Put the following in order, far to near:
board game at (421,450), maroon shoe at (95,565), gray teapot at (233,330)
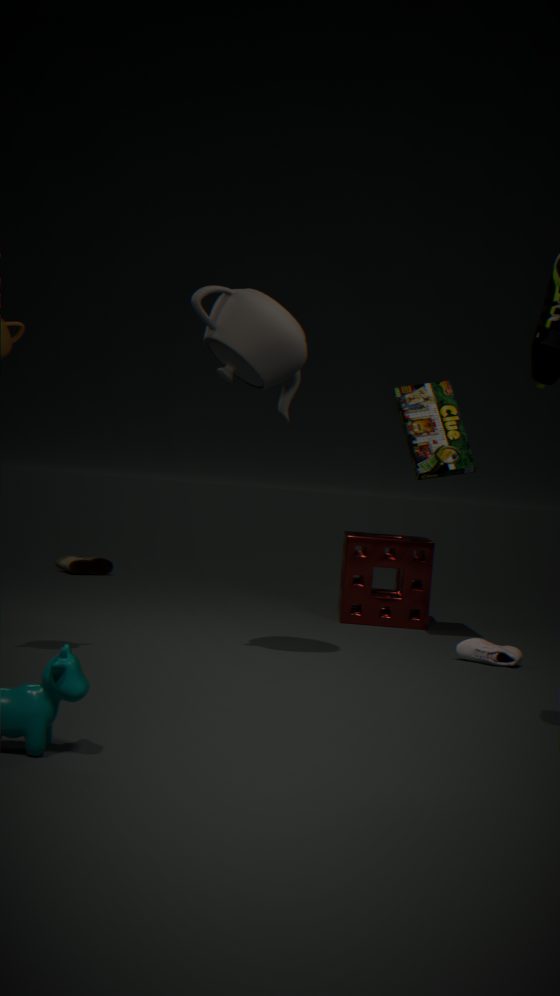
maroon shoe at (95,565) < board game at (421,450) < gray teapot at (233,330)
